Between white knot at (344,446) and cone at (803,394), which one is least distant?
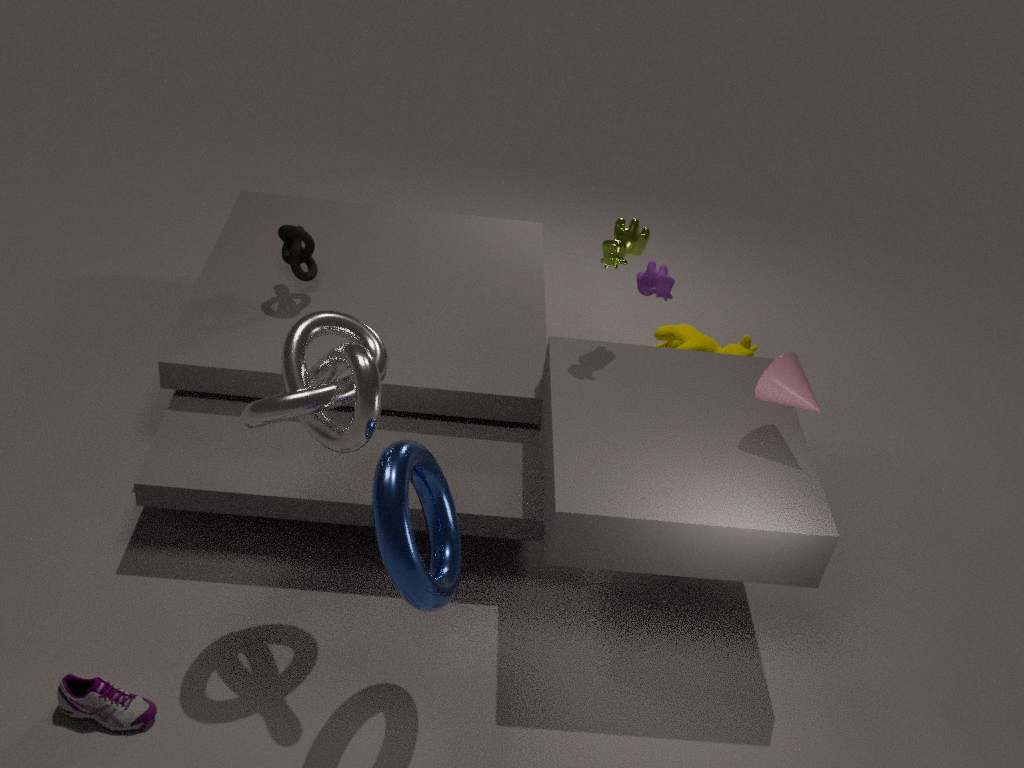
white knot at (344,446)
